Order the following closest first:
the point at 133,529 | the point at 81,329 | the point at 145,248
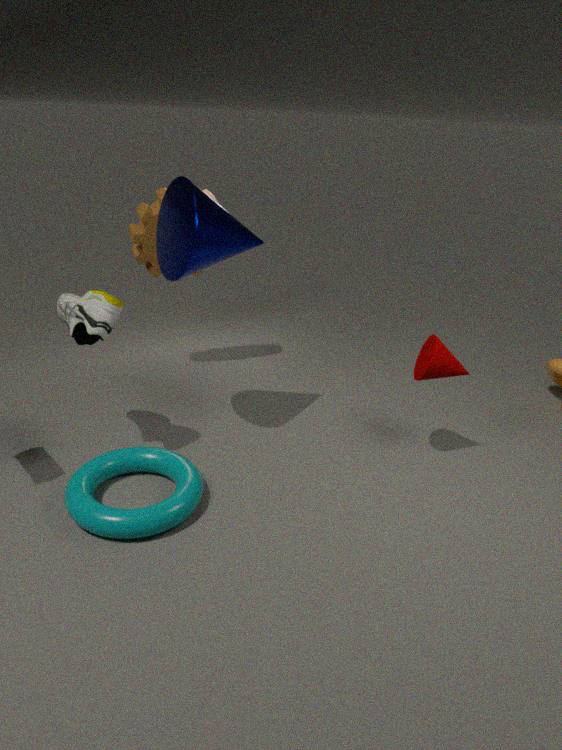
the point at 133,529 → the point at 81,329 → the point at 145,248
